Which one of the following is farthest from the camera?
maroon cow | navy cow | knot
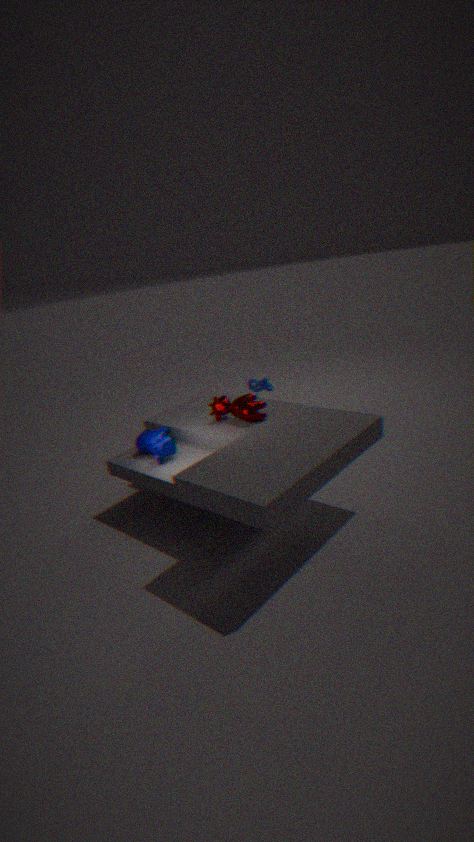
knot
